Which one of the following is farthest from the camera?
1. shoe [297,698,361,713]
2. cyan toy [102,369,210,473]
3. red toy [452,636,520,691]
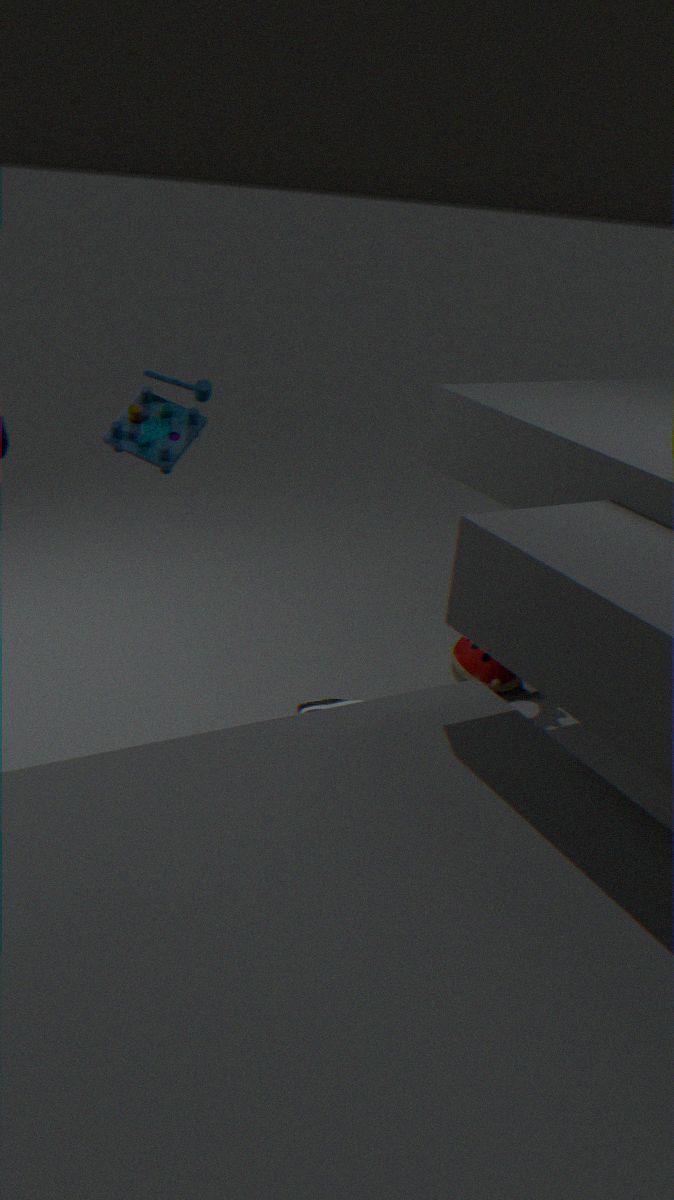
red toy [452,636,520,691]
